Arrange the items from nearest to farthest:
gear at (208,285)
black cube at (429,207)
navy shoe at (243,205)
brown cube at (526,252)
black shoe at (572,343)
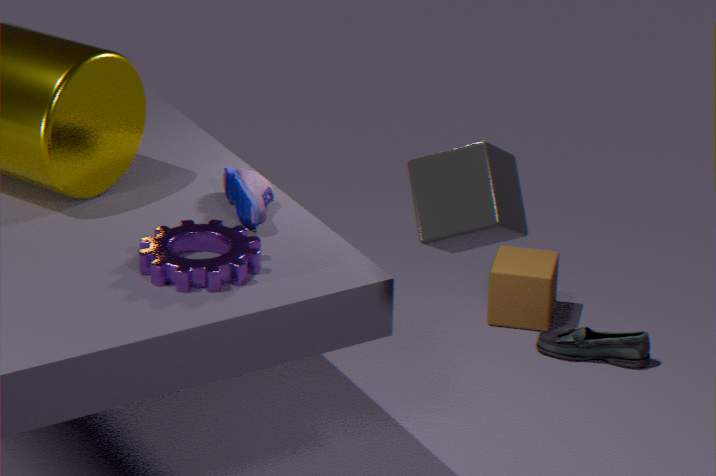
black cube at (429,207), gear at (208,285), navy shoe at (243,205), black shoe at (572,343), brown cube at (526,252)
